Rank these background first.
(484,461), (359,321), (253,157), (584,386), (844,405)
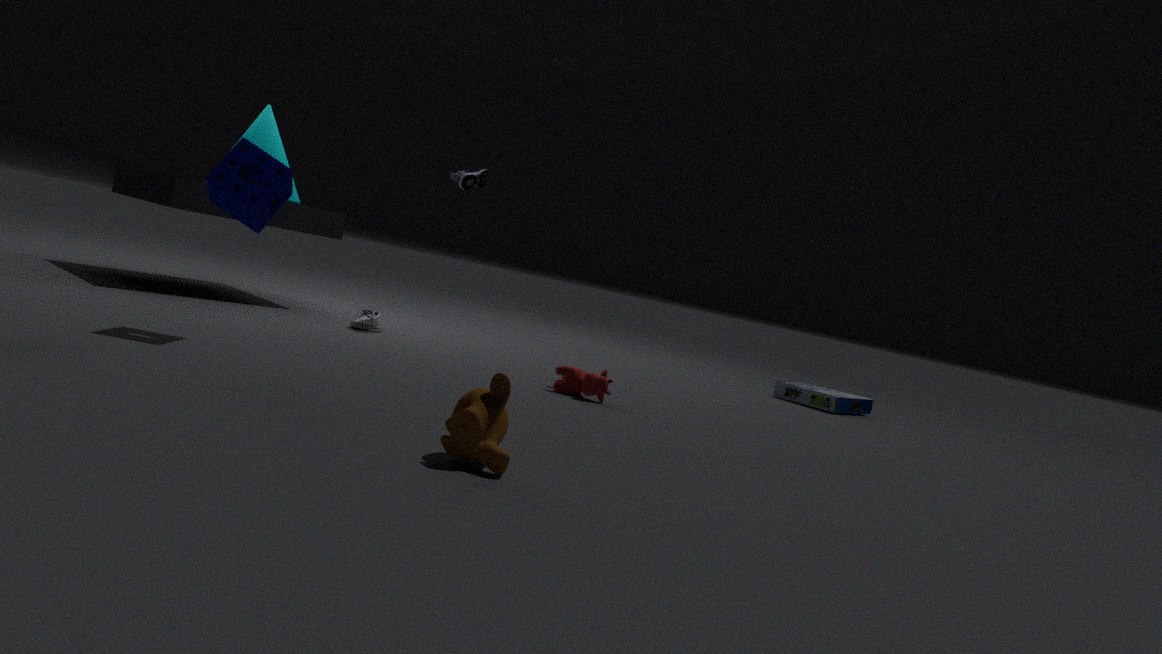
(844,405) < (359,321) < (584,386) < (253,157) < (484,461)
